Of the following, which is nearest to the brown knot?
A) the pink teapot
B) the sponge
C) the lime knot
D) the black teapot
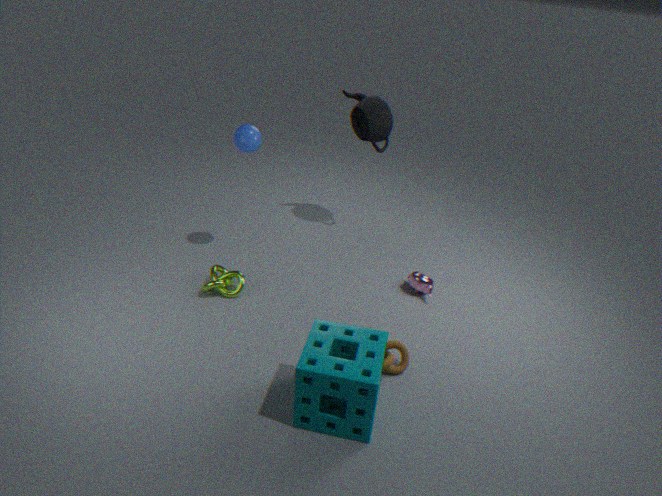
the sponge
